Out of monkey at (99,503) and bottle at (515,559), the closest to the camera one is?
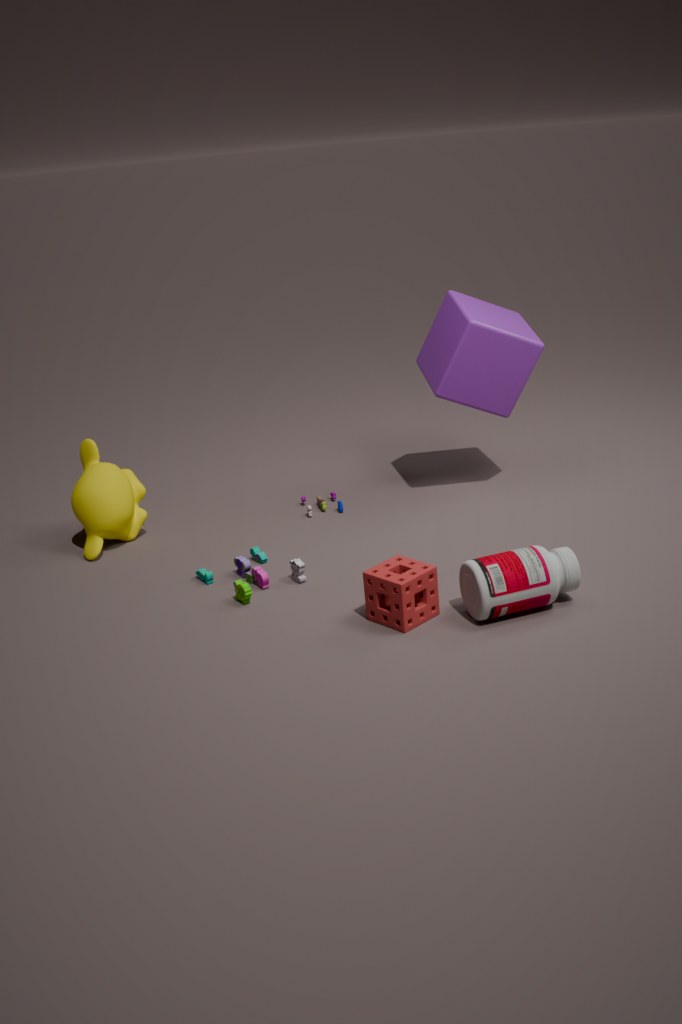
bottle at (515,559)
